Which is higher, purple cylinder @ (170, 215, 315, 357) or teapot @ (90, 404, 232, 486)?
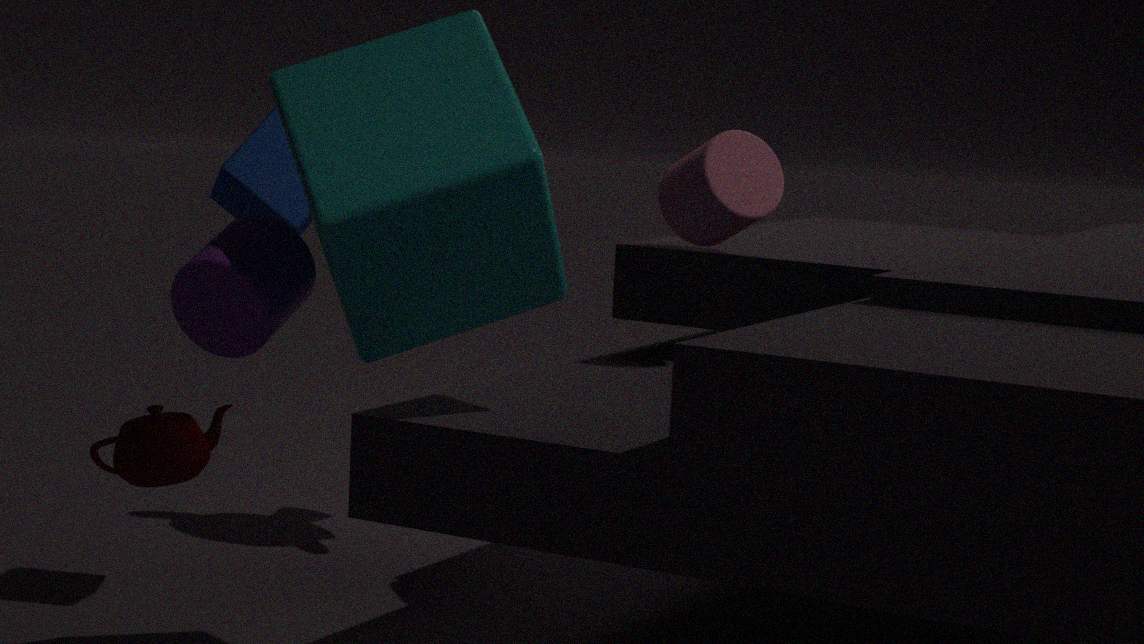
purple cylinder @ (170, 215, 315, 357)
